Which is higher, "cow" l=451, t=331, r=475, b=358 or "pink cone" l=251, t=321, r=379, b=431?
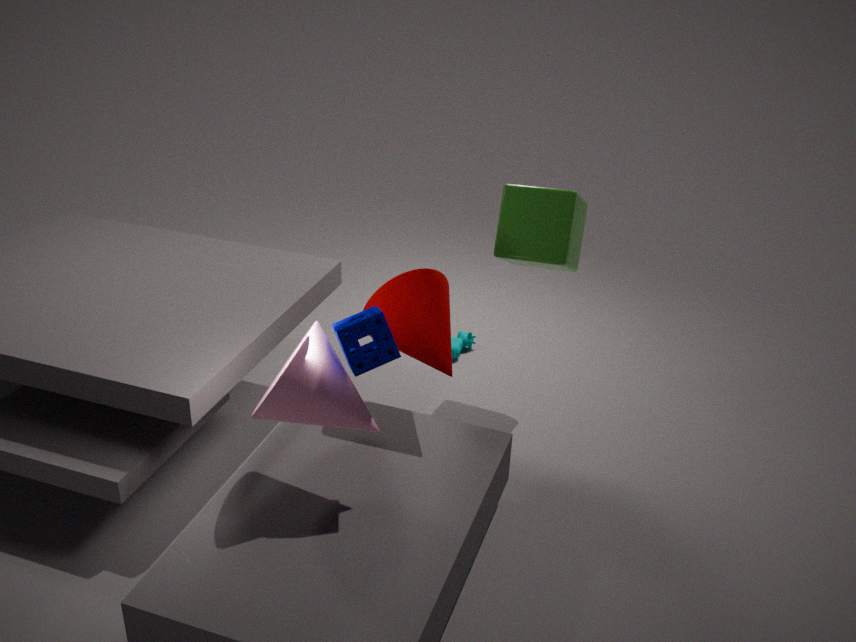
"pink cone" l=251, t=321, r=379, b=431
